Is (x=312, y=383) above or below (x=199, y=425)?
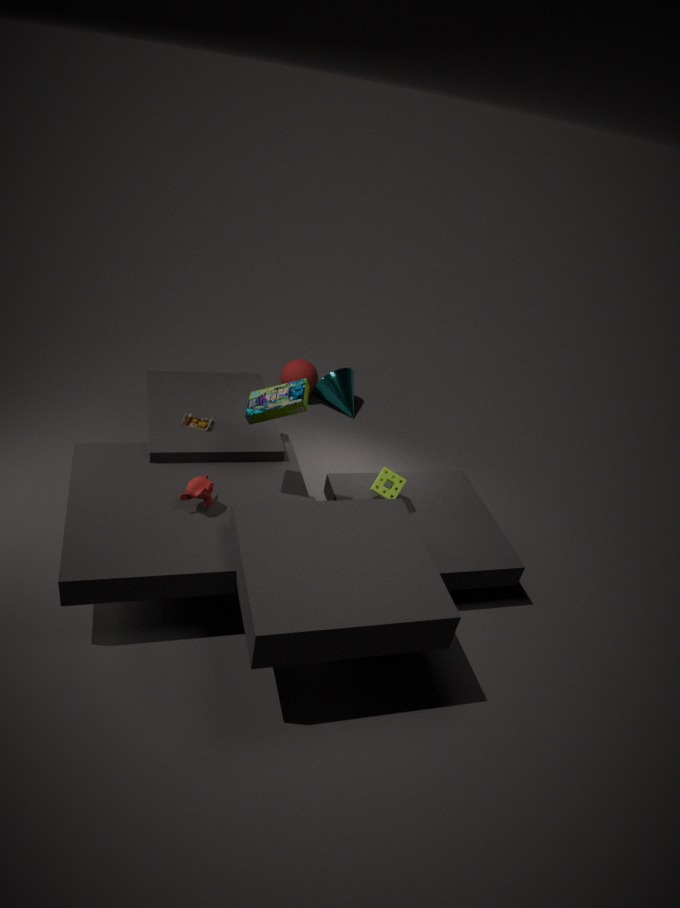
below
